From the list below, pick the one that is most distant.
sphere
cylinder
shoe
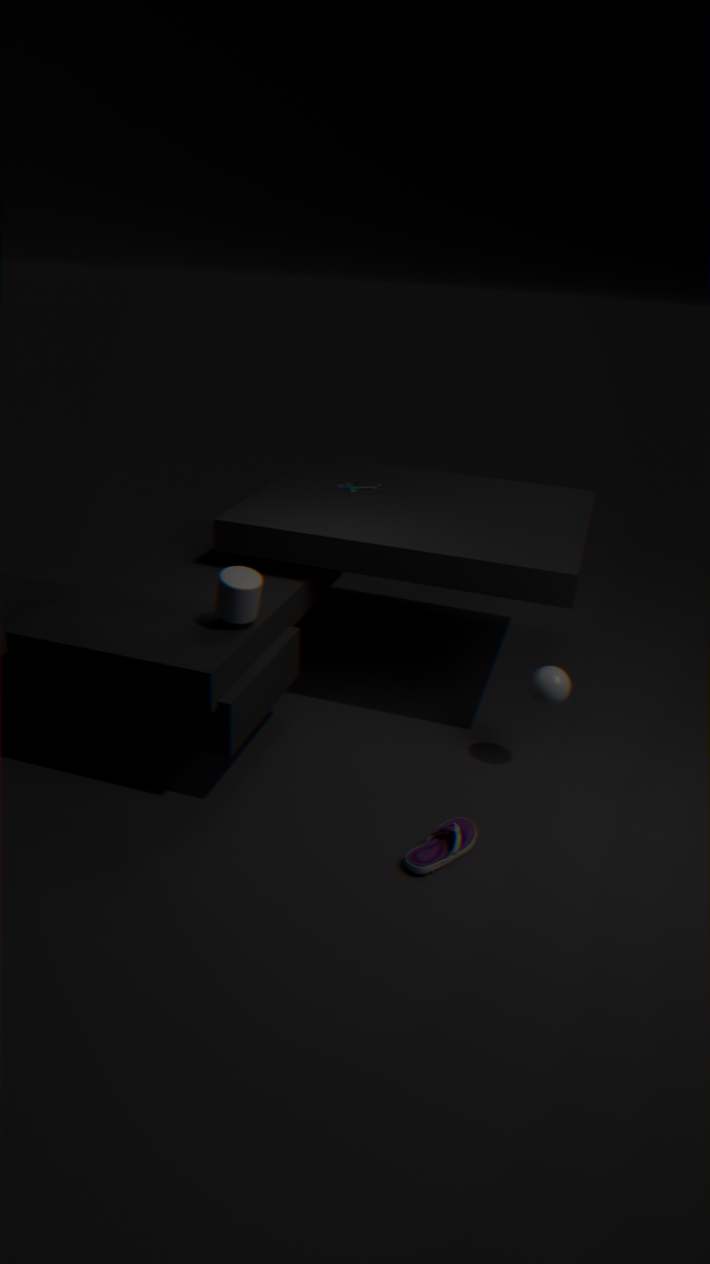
Result: sphere
